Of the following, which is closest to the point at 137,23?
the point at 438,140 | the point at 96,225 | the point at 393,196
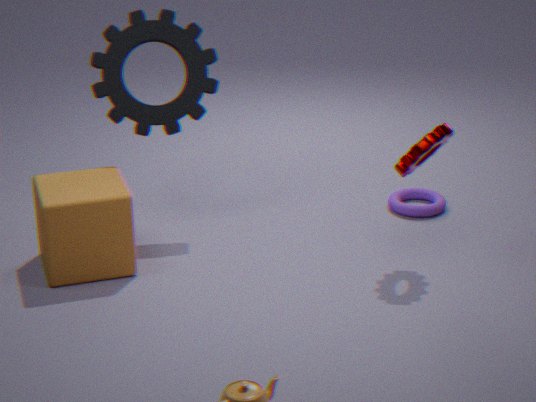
the point at 96,225
